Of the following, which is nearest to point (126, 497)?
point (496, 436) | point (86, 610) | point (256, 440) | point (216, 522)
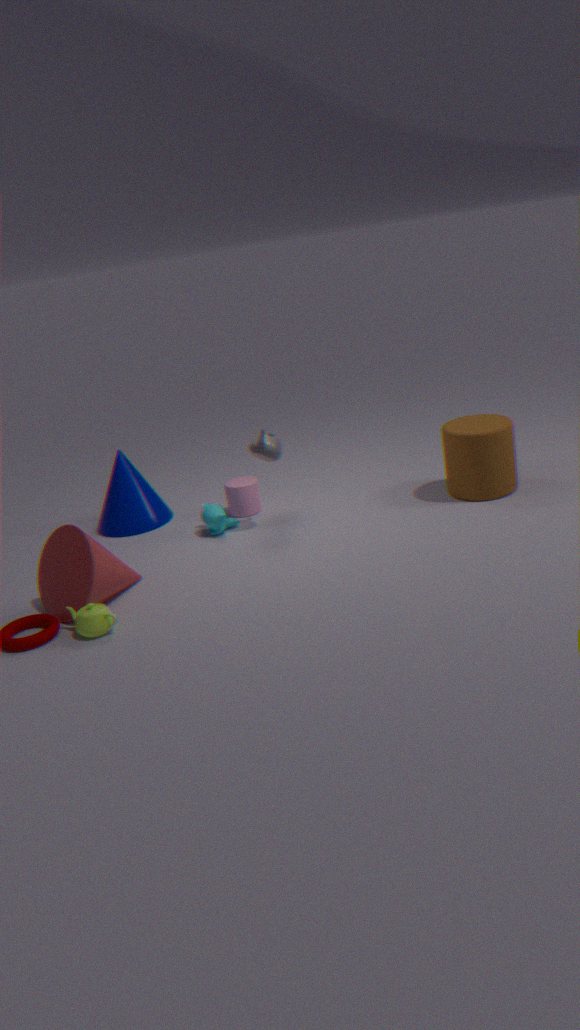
point (216, 522)
